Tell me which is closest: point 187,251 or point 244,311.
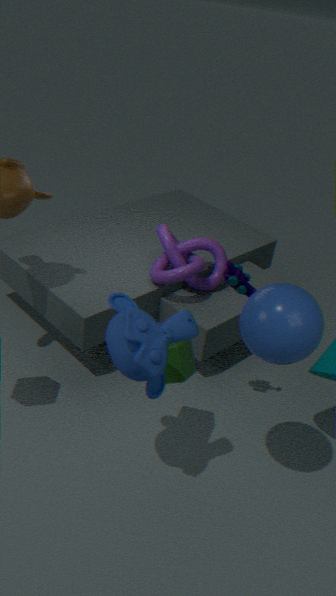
point 244,311
